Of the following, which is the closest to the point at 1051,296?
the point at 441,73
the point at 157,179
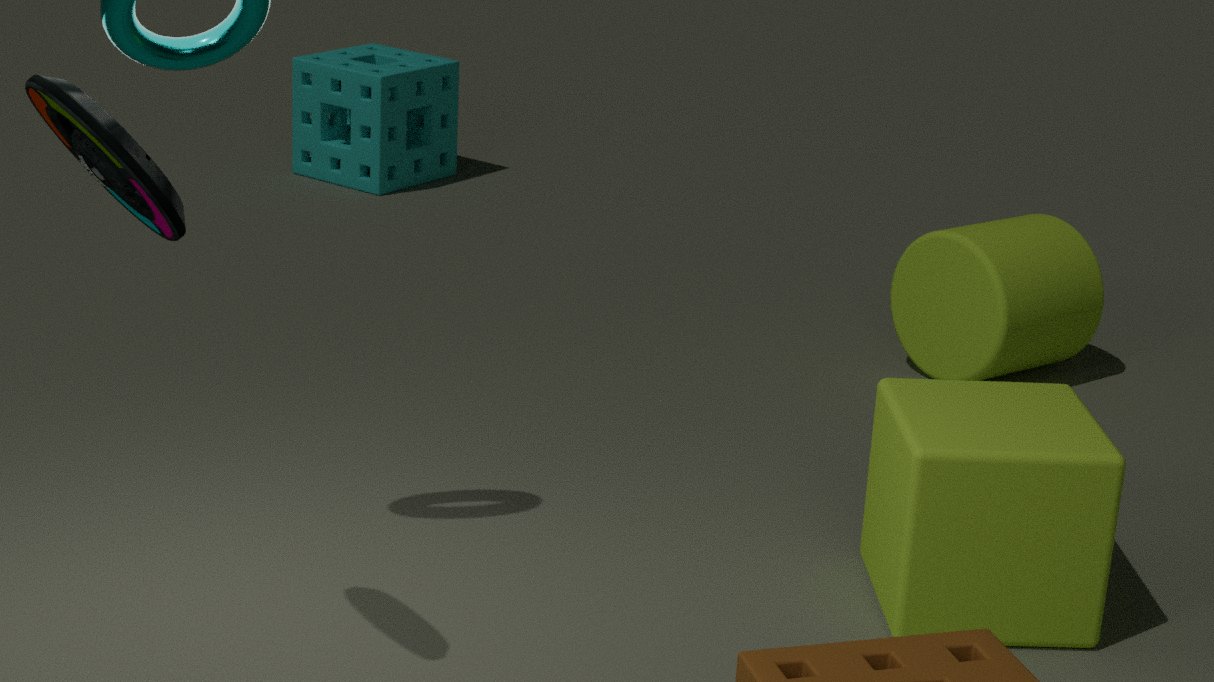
the point at 441,73
